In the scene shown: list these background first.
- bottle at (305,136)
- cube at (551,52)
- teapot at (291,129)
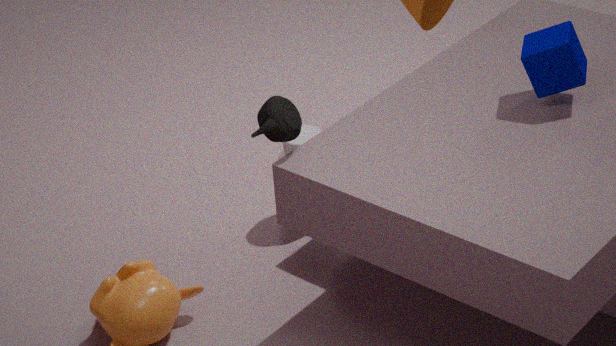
bottle at (305,136), cube at (551,52), teapot at (291,129)
